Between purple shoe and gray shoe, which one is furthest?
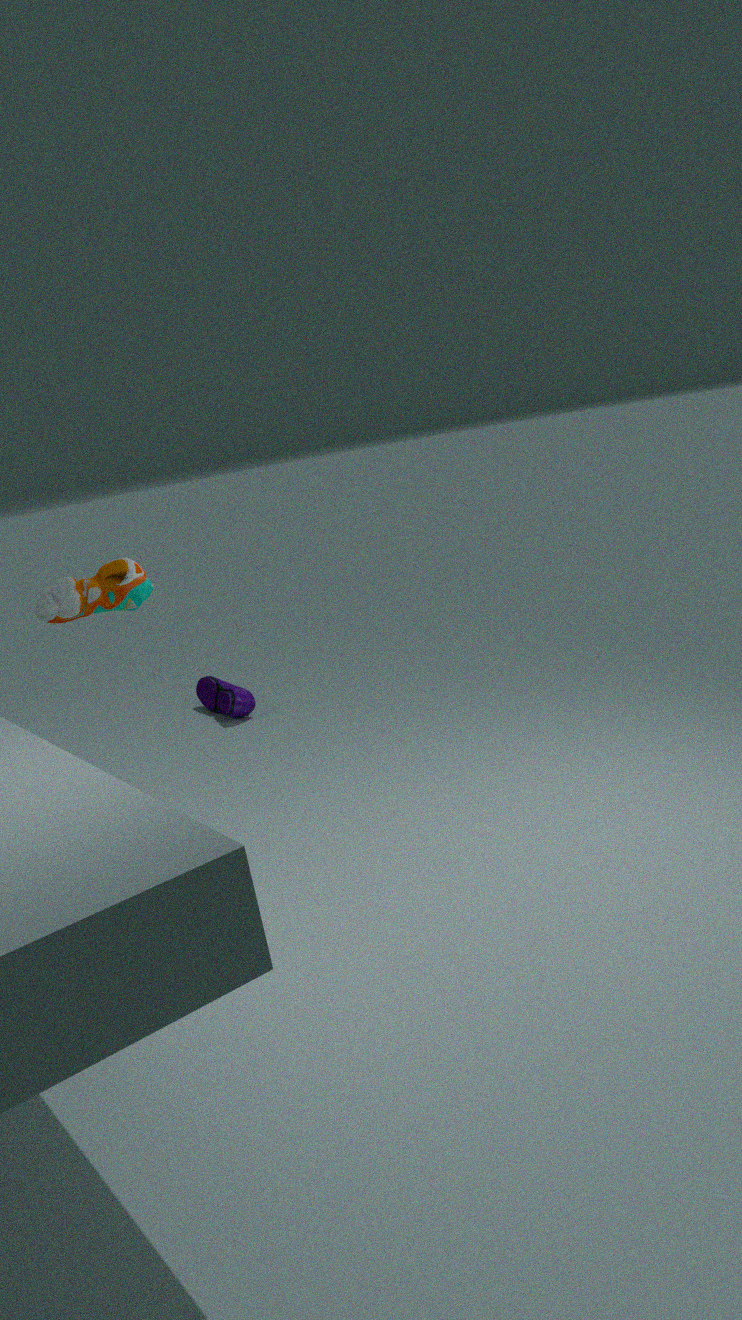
purple shoe
